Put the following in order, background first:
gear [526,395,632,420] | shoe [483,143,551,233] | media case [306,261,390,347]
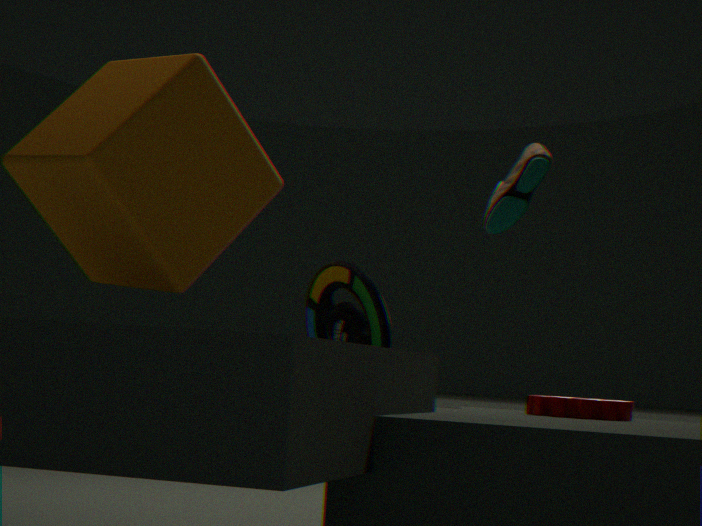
shoe [483,143,551,233] < gear [526,395,632,420] < media case [306,261,390,347]
